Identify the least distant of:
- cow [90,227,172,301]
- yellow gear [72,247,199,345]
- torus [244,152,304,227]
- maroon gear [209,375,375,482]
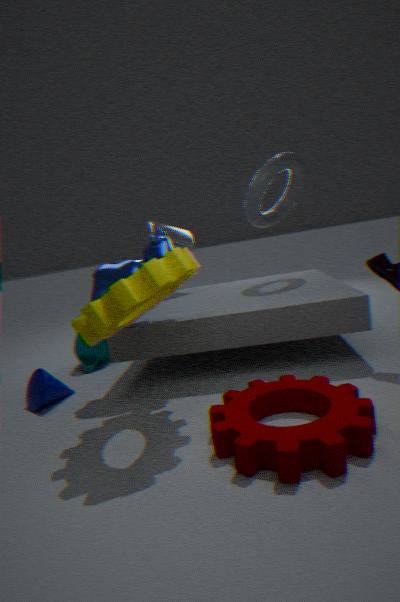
maroon gear [209,375,375,482]
